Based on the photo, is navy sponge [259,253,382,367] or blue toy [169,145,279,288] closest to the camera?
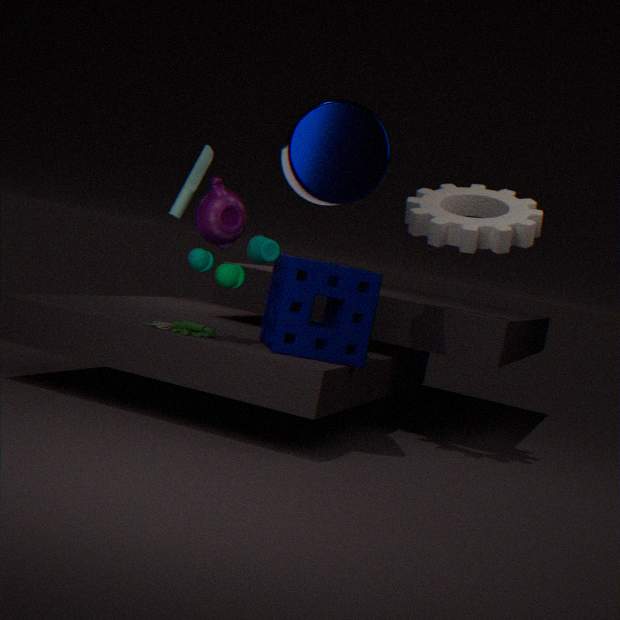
blue toy [169,145,279,288]
